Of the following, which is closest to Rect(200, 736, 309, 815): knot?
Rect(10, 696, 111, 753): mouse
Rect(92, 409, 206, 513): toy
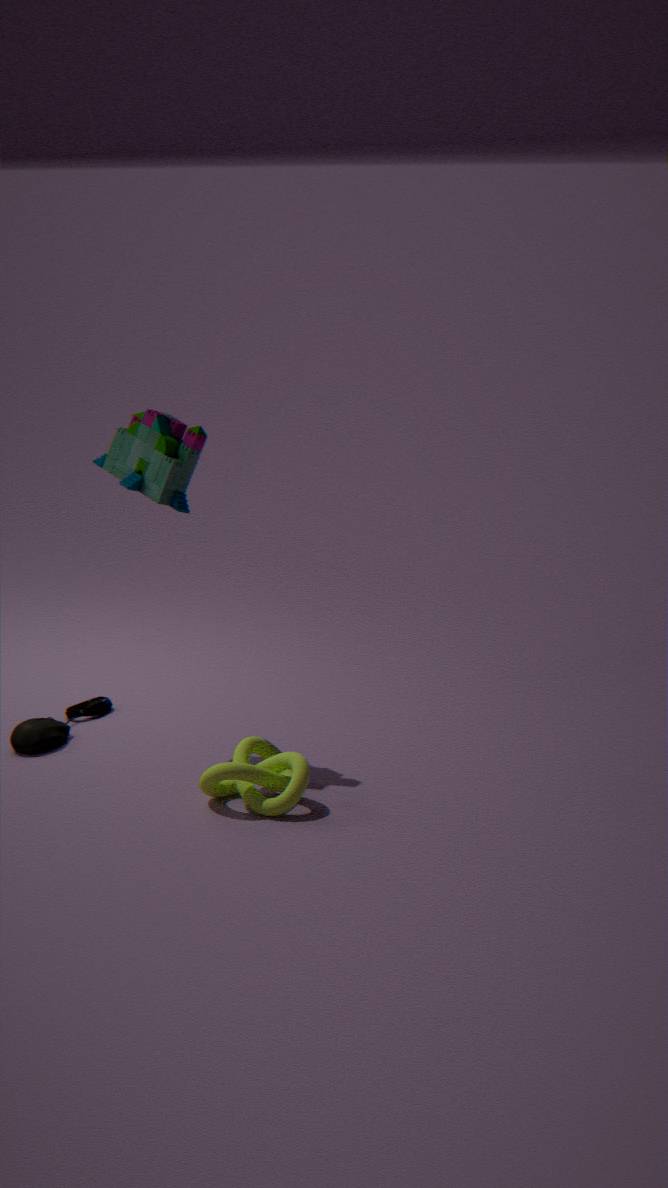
Rect(10, 696, 111, 753): mouse
